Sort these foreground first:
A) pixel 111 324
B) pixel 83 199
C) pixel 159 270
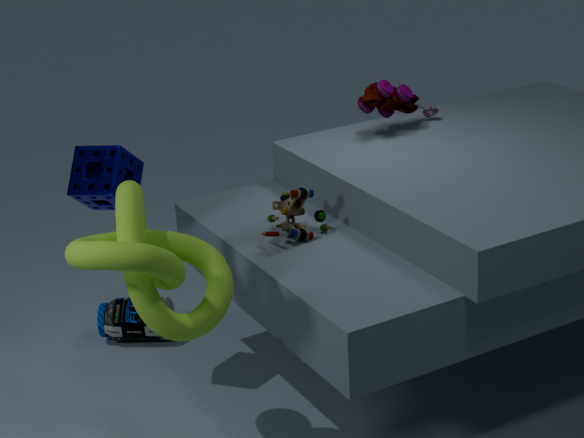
pixel 159 270
pixel 83 199
pixel 111 324
